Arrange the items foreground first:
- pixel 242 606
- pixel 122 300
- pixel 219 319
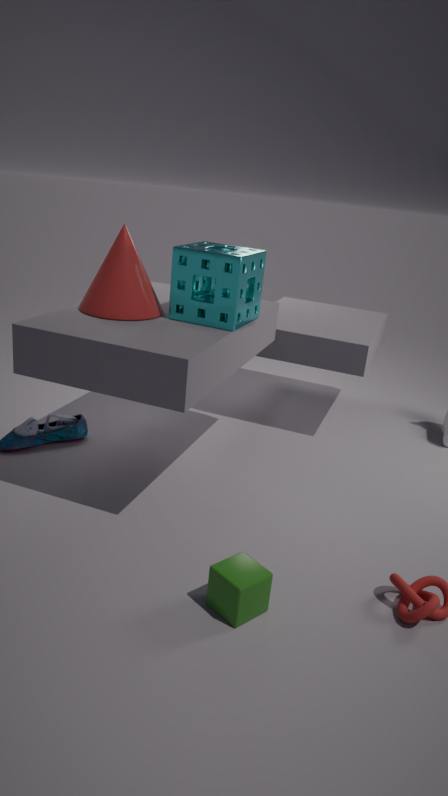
pixel 242 606 < pixel 122 300 < pixel 219 319
